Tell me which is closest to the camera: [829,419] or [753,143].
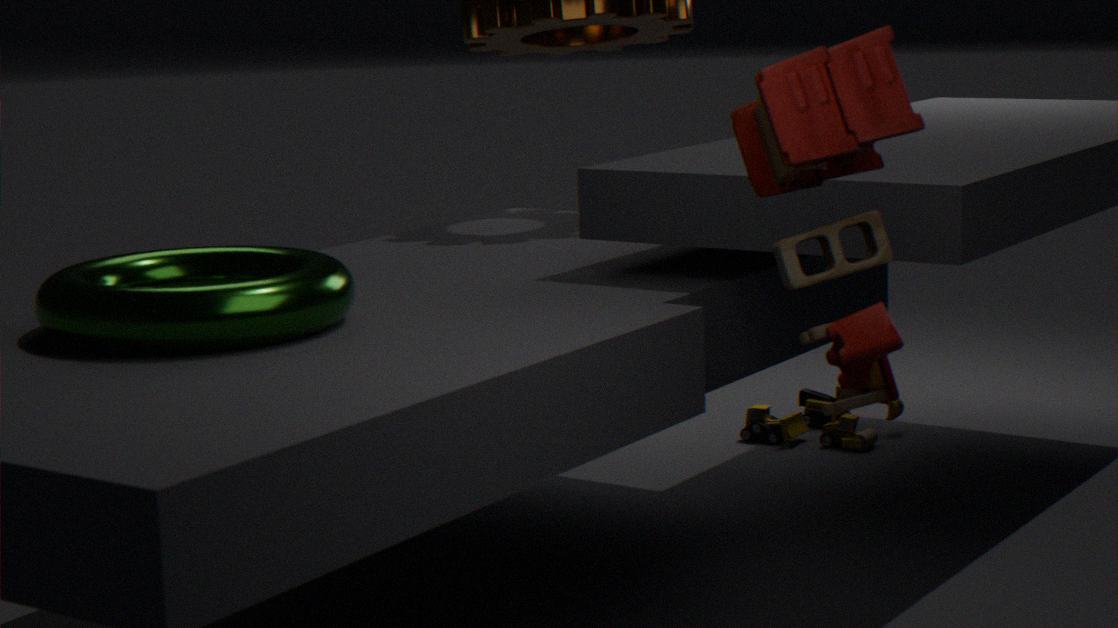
[753,143]
